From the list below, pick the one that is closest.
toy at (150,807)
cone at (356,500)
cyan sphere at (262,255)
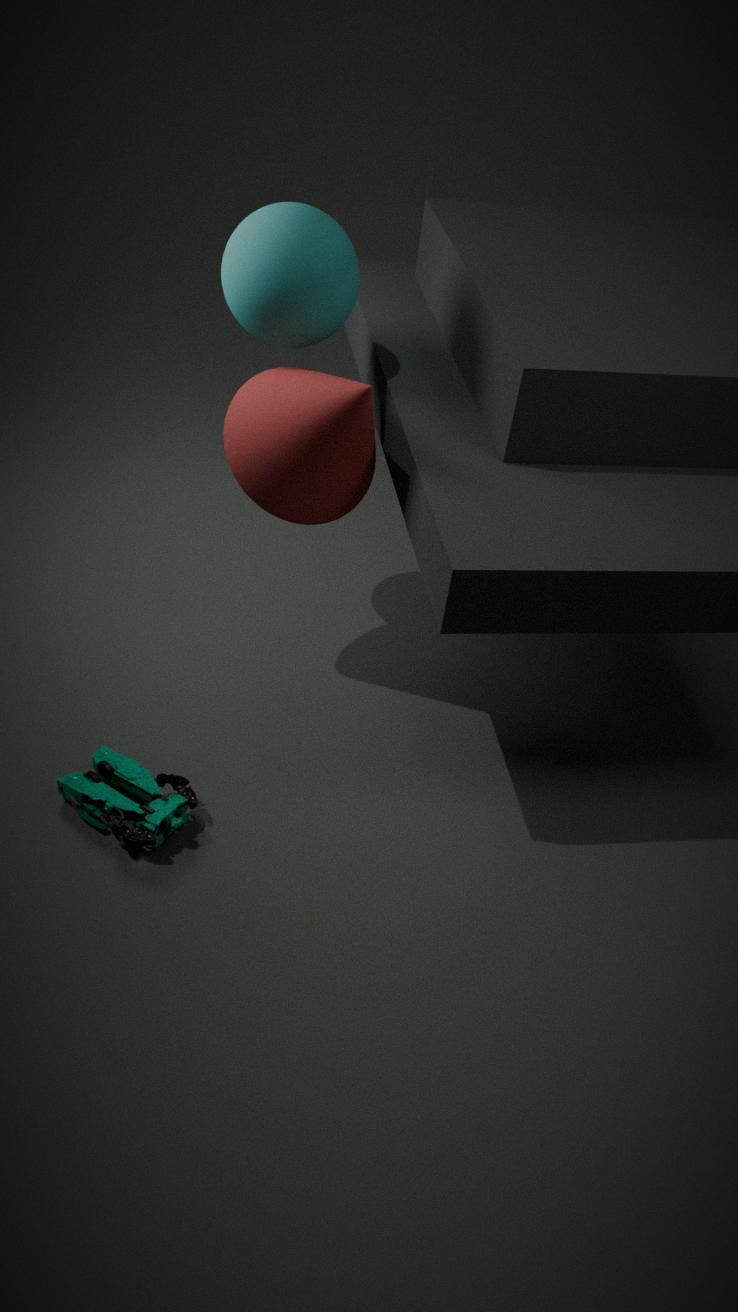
toy at (150,807)
